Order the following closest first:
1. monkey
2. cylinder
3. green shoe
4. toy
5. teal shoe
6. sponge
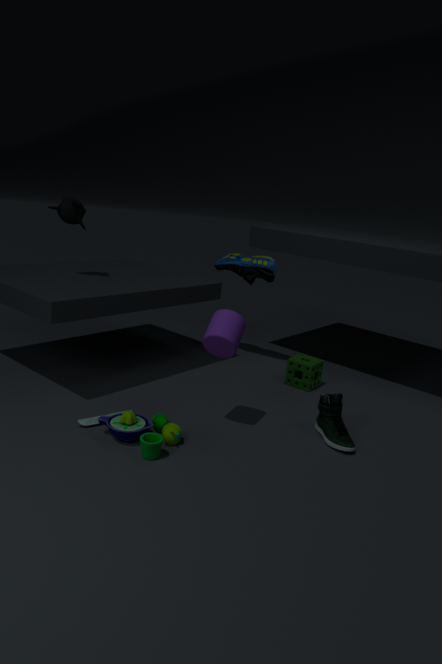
toy, cylinder, green shoe, monkey, sponge, teal shoe
